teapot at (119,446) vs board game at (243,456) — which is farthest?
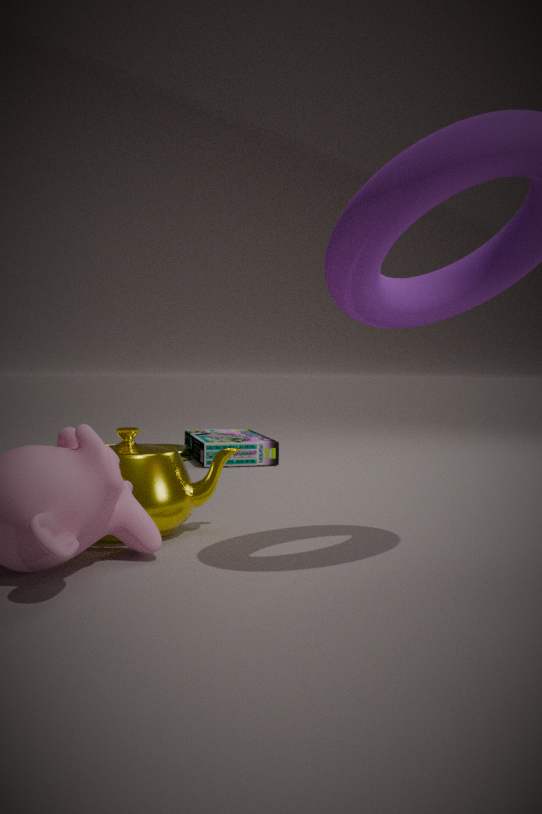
board game at (243,456)
